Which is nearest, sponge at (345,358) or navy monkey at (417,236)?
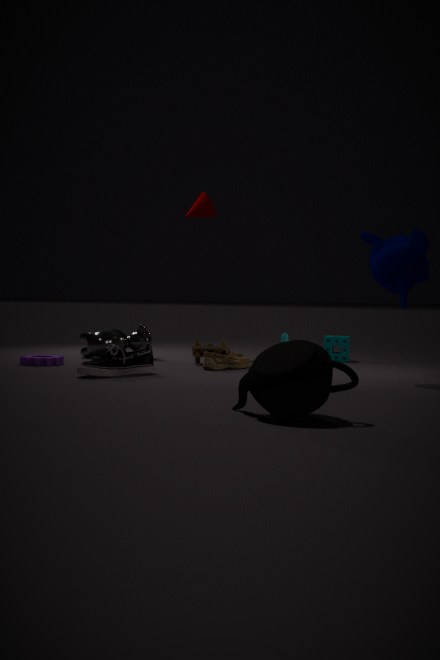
navy monkey at (417,236)
